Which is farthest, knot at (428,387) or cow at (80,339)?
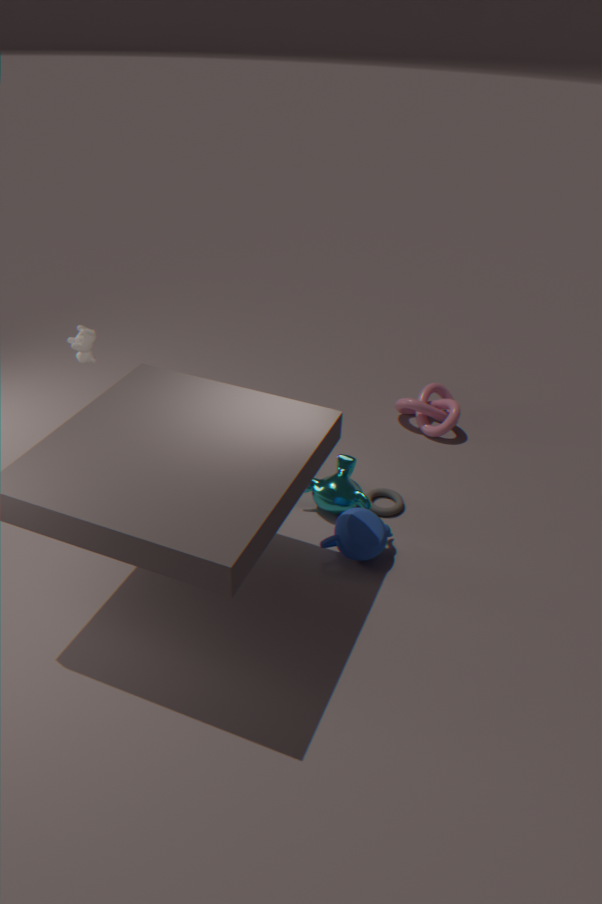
knot at (428,387)
